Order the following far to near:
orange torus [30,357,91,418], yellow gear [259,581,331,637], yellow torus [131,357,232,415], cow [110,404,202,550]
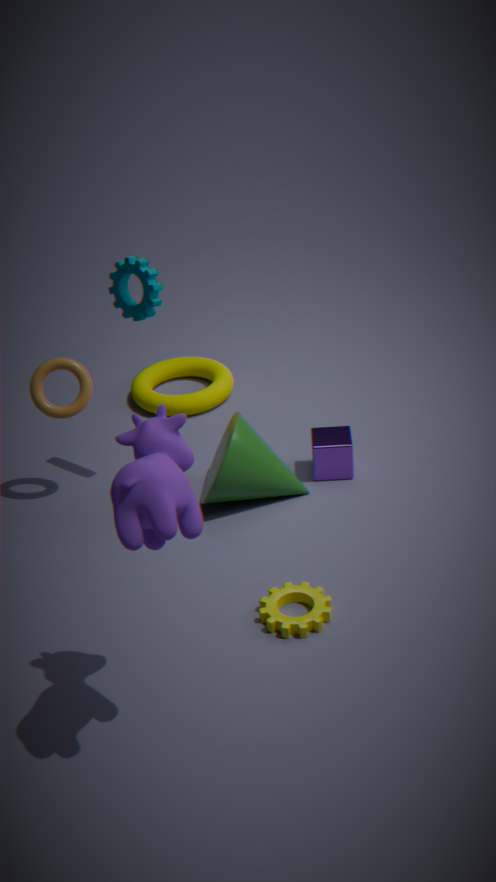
yellow torus [131,357,232,415], orange torus [30,357,91,418], yellow gear [259,581,331,637], cow [110,404,202,550]
